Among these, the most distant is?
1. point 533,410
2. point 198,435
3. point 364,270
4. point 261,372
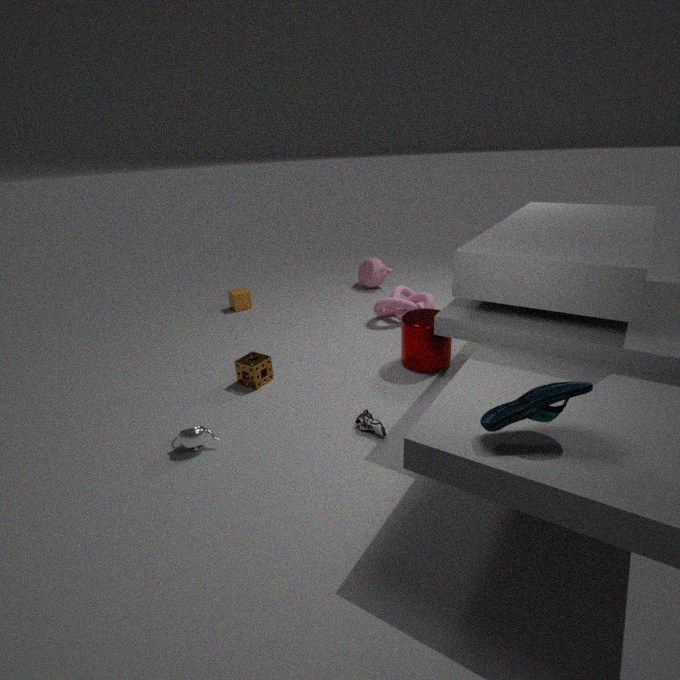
point 364,270
